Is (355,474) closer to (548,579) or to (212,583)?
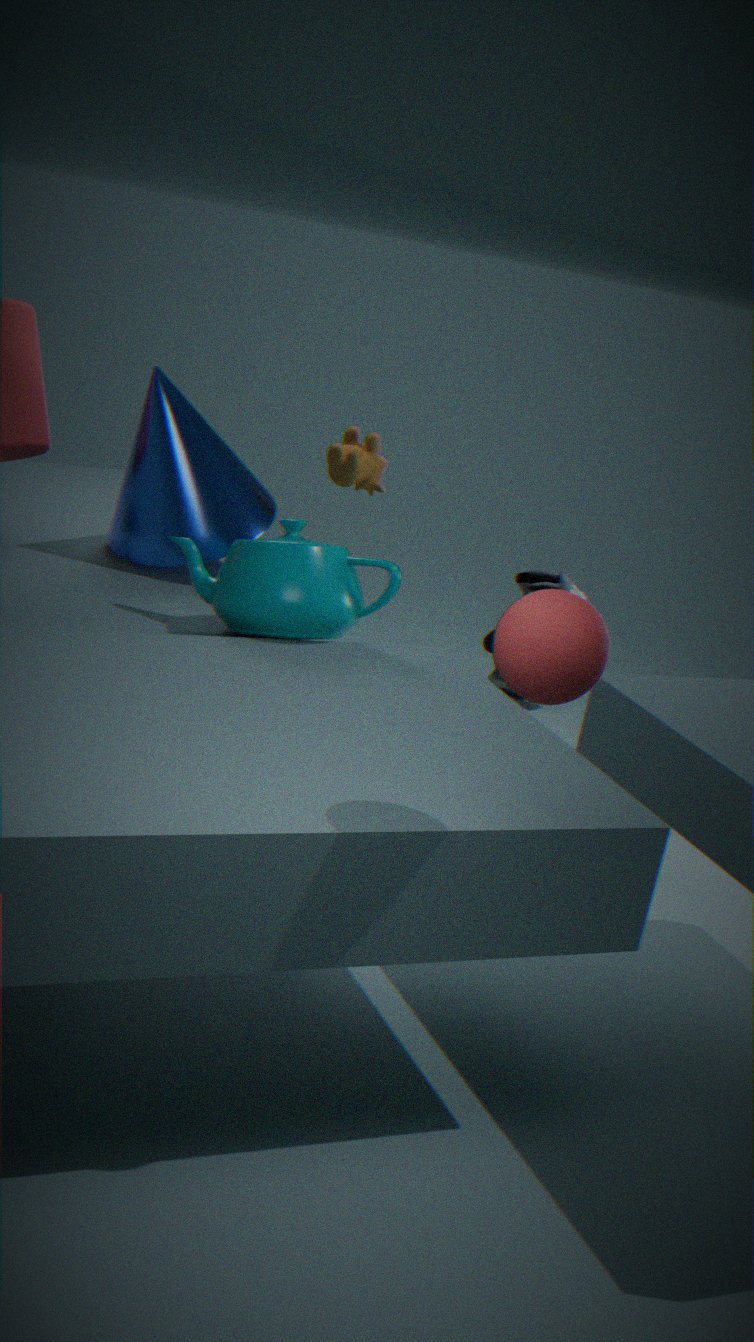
(548,579)
